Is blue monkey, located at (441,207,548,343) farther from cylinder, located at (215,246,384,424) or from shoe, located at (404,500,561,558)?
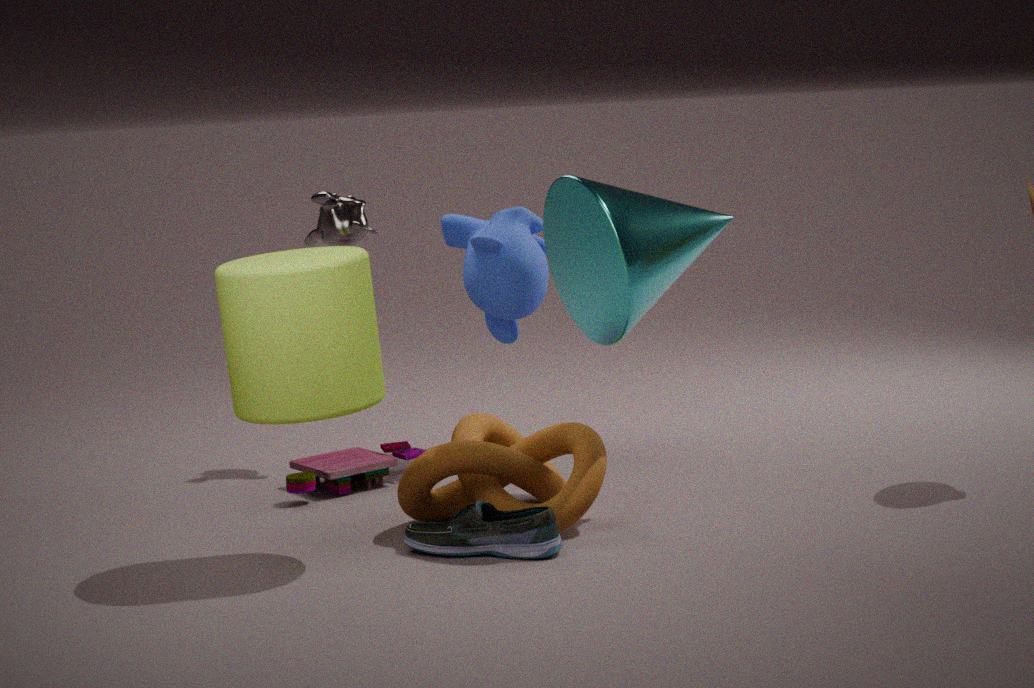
shoe, located at (404,500,561,558)
